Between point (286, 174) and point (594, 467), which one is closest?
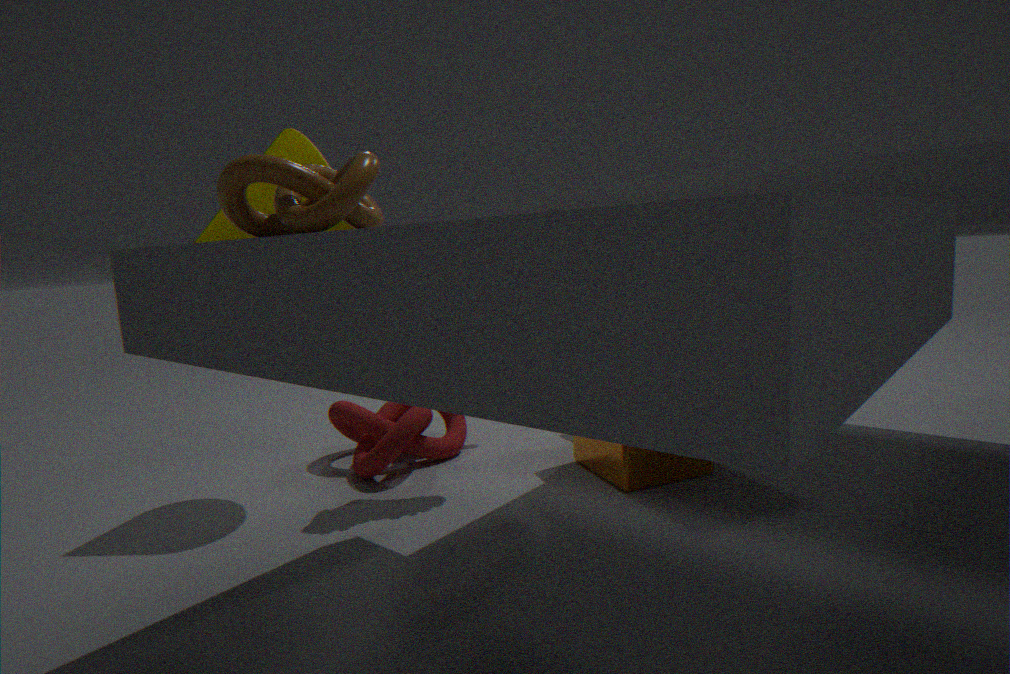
point (286, 174)
